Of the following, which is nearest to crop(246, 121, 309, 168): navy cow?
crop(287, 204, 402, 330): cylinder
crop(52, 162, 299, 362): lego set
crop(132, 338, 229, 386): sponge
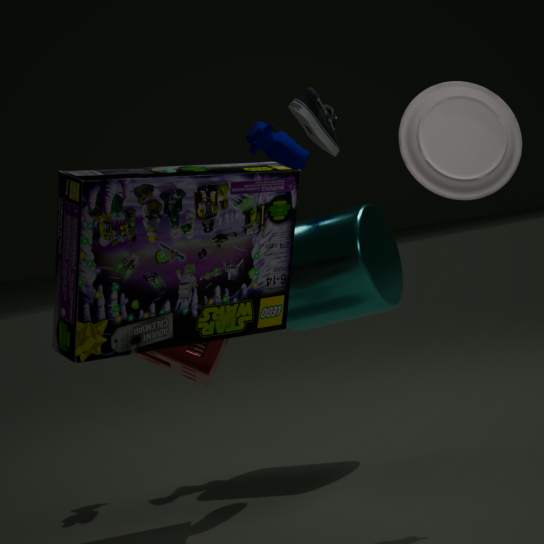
crop(287, 204, 402, 330): cylinder
